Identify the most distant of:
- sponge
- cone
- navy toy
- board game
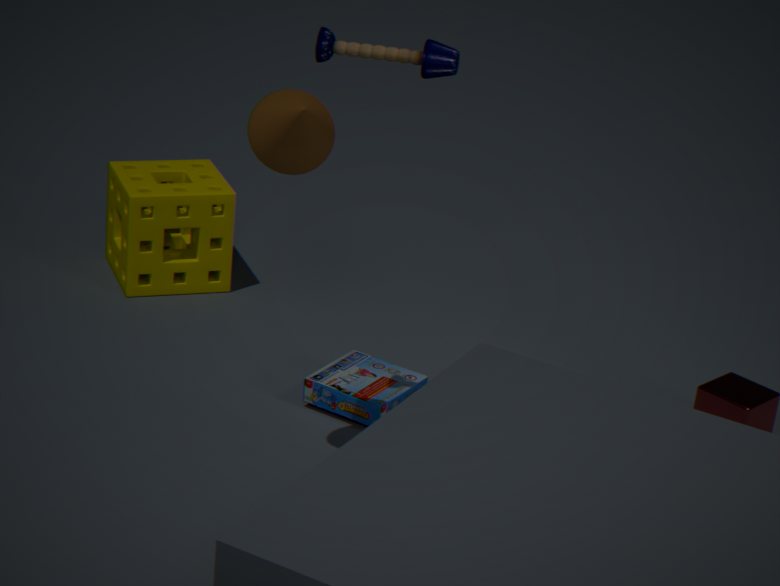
sponge
